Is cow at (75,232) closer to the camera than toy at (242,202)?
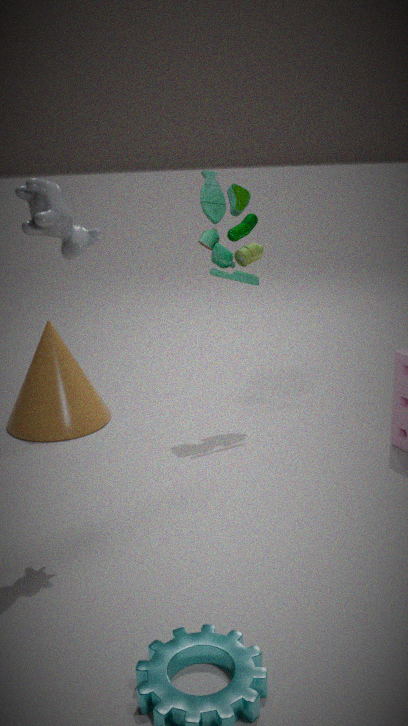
Yes
